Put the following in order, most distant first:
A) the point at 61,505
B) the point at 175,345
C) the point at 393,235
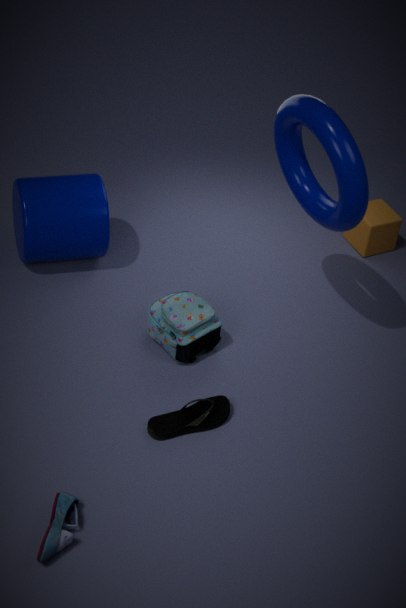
the point at 393,235 < the point at 175,345 < the point at 61,505
